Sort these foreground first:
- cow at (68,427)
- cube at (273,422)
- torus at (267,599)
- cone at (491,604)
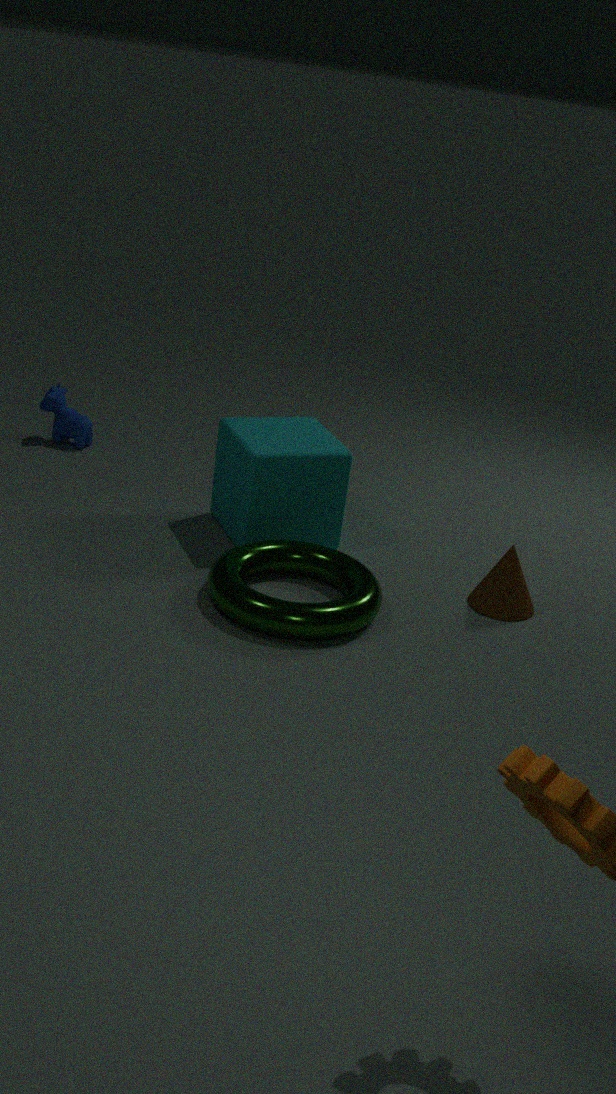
torus at (267,599) < cone at (491,604) < cube at (273,422) < cow at (68,427)
